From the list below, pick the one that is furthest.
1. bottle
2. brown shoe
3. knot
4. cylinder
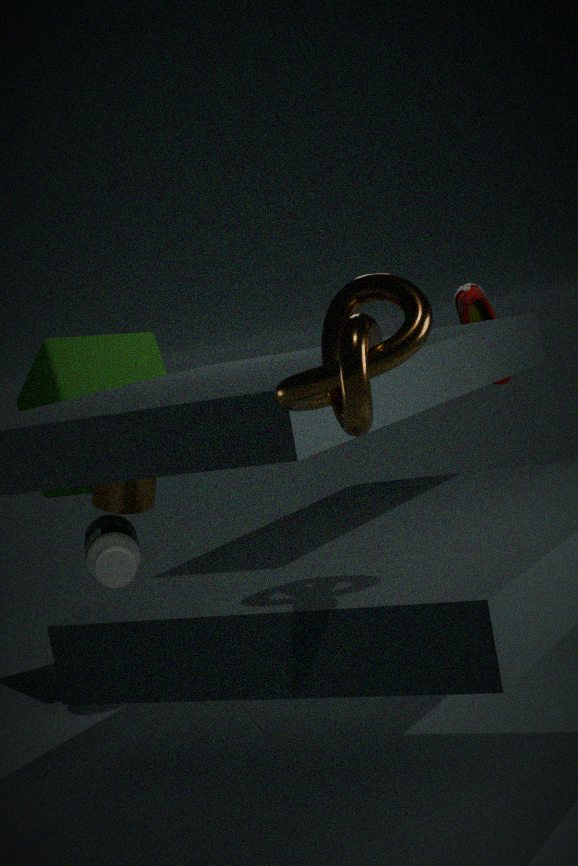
bottle
